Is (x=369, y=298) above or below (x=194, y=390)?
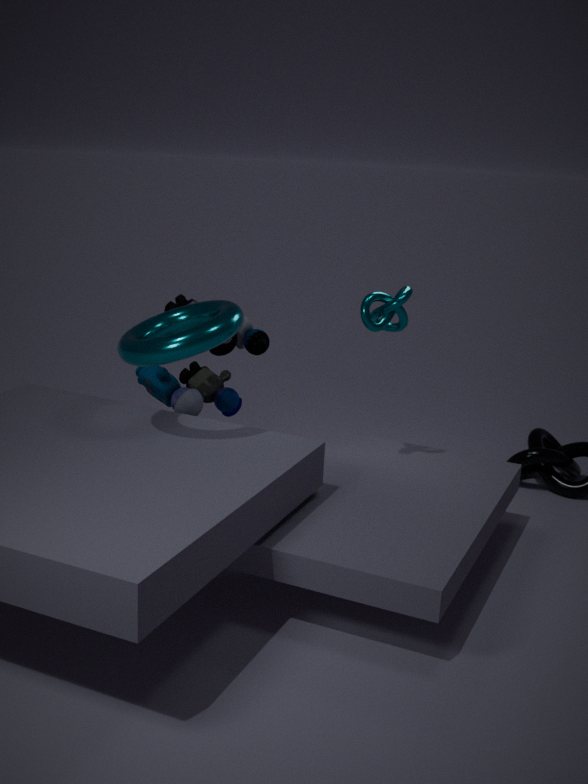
above
